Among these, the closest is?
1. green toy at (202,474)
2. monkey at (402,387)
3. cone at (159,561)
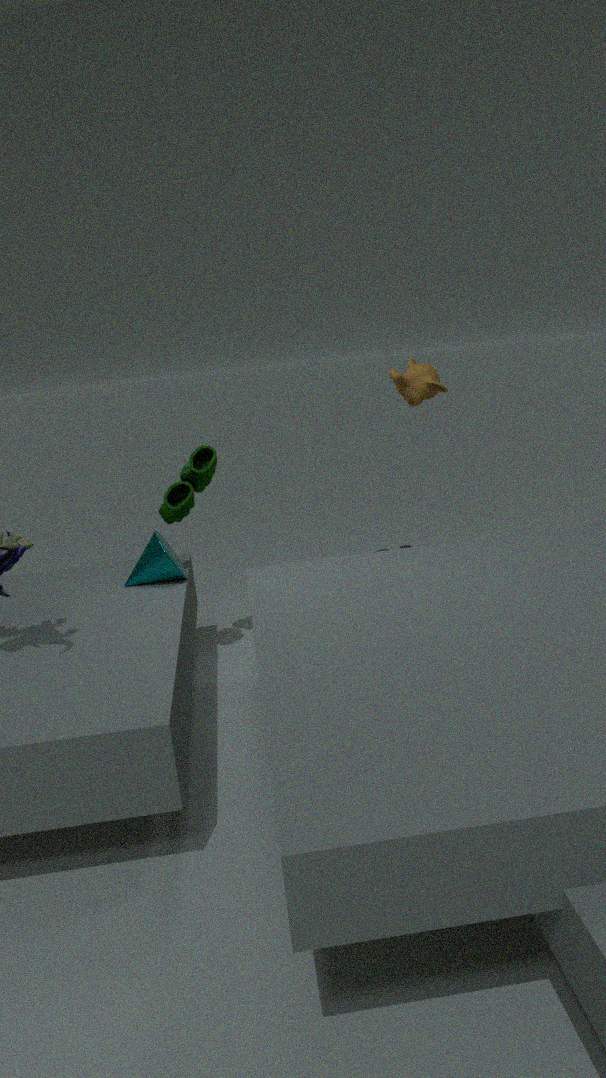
monkey at (402,387)
